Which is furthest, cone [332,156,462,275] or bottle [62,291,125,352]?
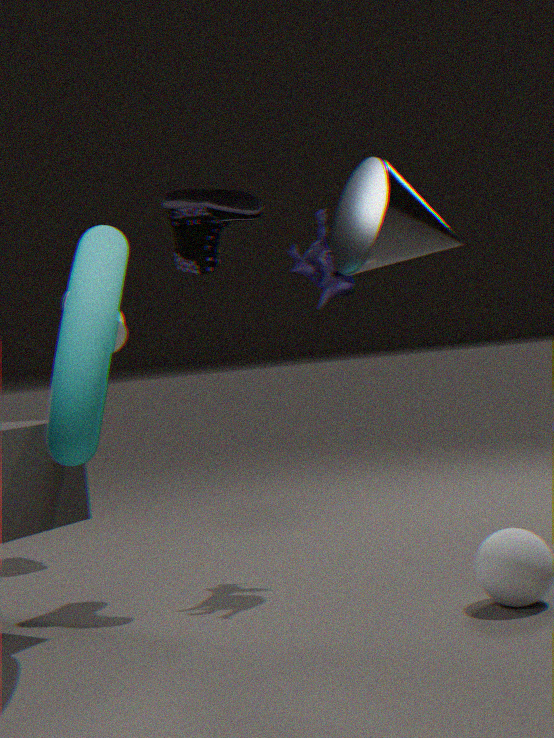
bottle [62,291,125,352]
